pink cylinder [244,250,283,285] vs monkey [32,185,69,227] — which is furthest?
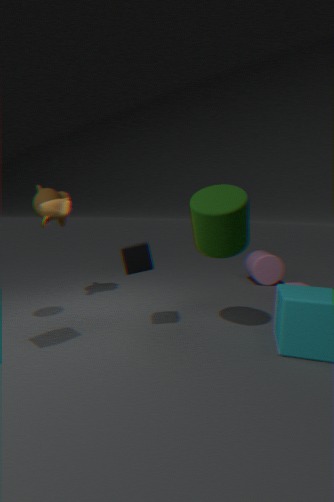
pink cylinder [244,250,283,285]
